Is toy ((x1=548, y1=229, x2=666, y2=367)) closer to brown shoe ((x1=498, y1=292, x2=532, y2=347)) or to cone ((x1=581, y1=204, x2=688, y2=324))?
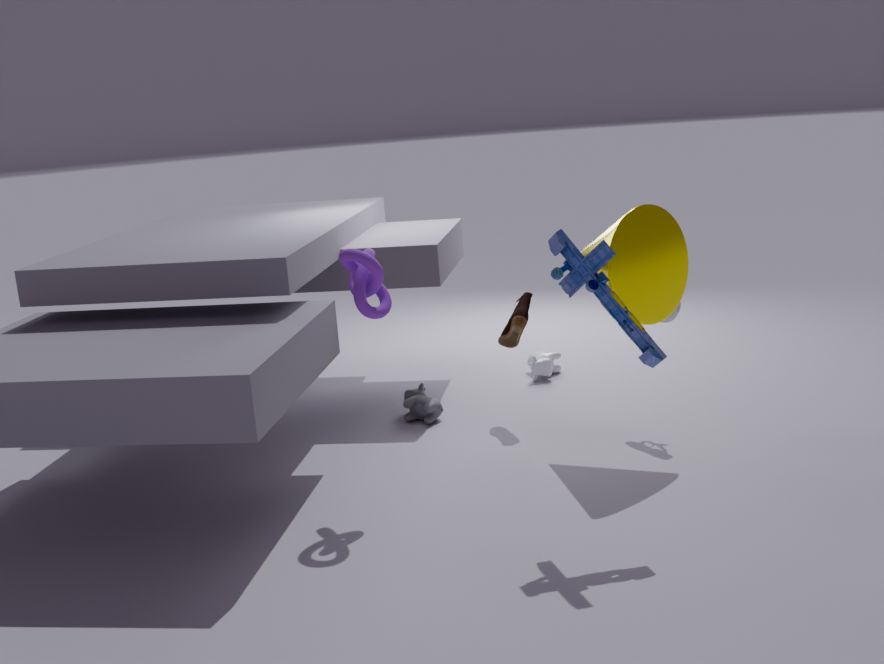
cone ((x1=581, y1=204, x2=688, y2=324))
